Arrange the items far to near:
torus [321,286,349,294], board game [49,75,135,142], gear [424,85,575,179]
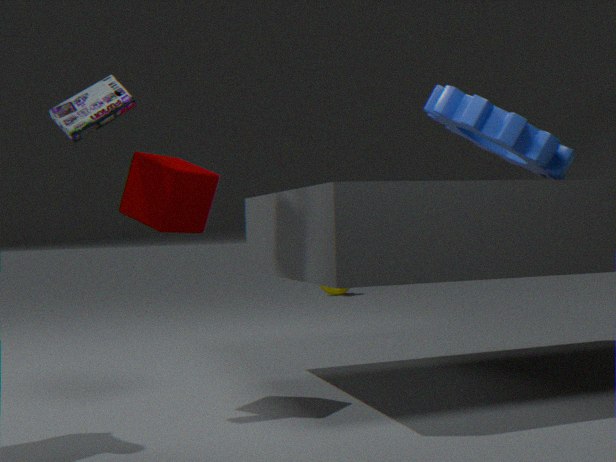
torus [321,286,349,294], gear [424,85,575,179], board game [49,75,135,142]
